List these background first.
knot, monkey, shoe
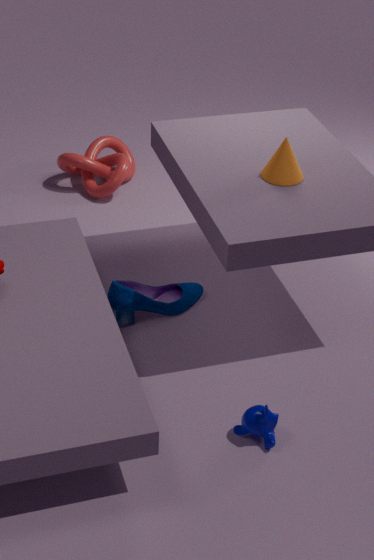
knot
shoe
monkey
